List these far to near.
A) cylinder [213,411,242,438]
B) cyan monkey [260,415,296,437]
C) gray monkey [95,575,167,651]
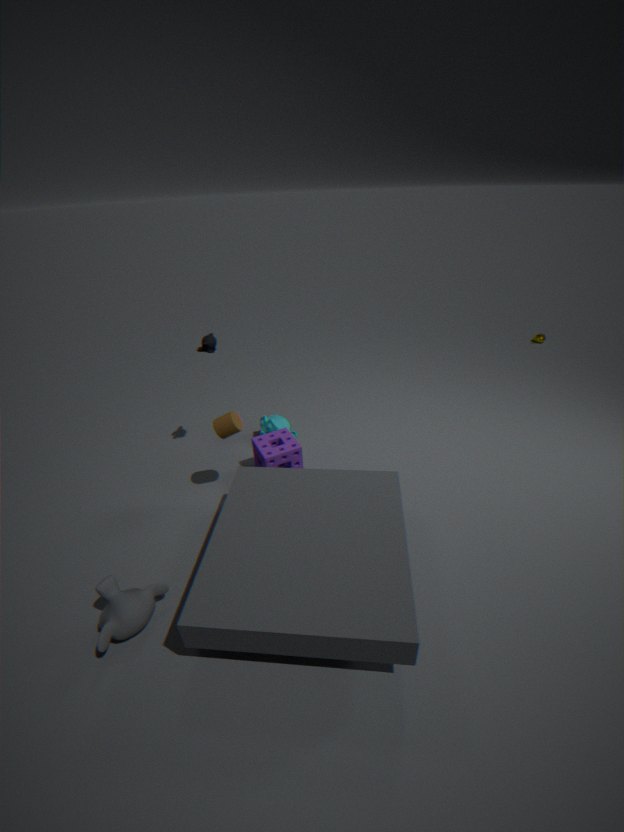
cyan monkey [260,415,296,437] < cylinder [213,411,242,438] < gray monkey [95,575,167,651]
